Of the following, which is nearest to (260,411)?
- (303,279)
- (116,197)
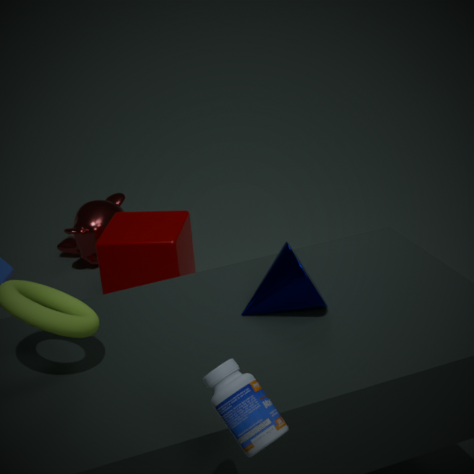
(303,279)
